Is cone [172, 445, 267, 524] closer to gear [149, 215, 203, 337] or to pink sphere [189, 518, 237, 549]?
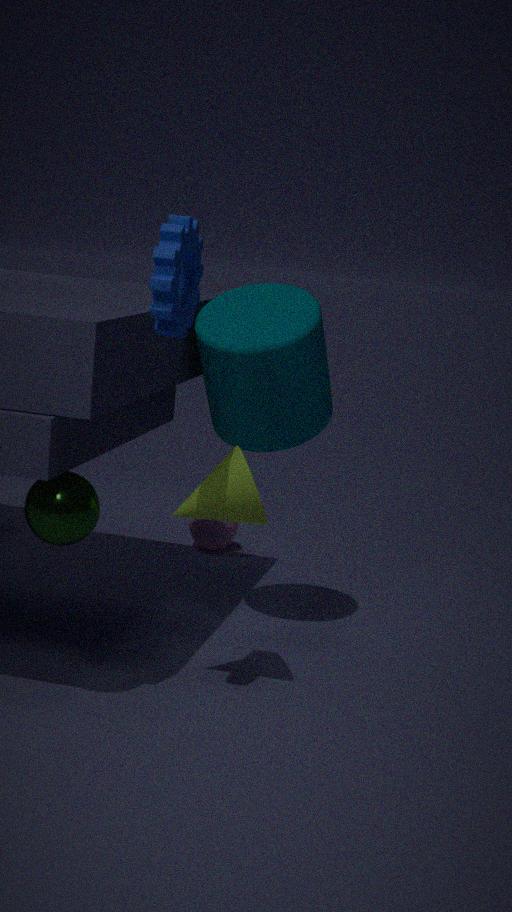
gear [149, 215, 203, 337]
